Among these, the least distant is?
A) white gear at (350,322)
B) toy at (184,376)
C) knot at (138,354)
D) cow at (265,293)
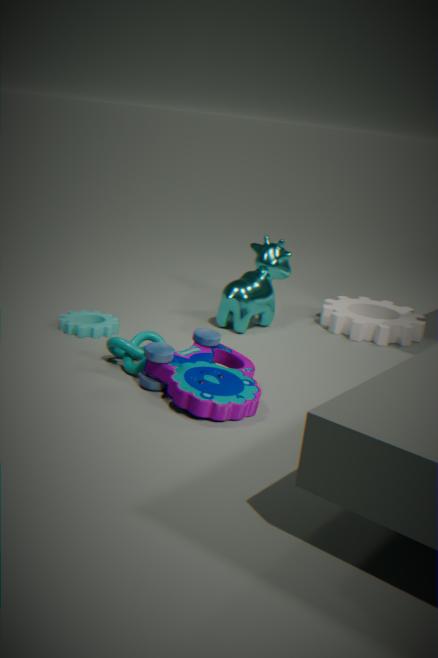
toy at (184,376)
